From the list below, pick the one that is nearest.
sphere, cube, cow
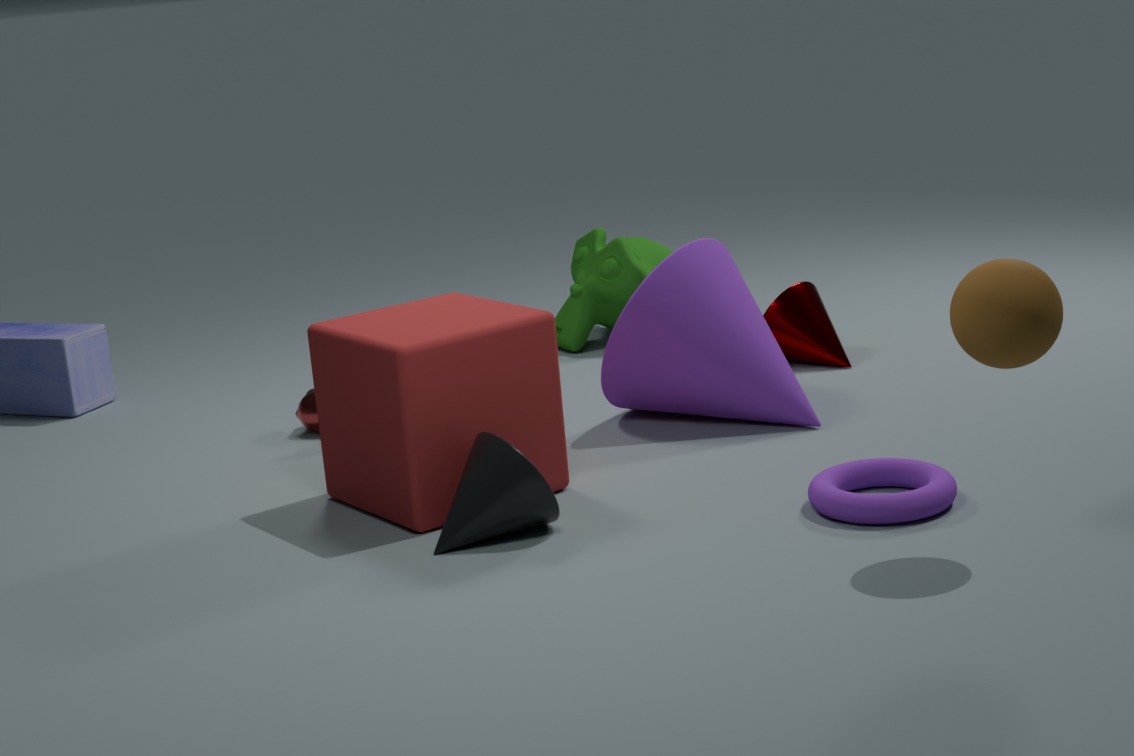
sphere
